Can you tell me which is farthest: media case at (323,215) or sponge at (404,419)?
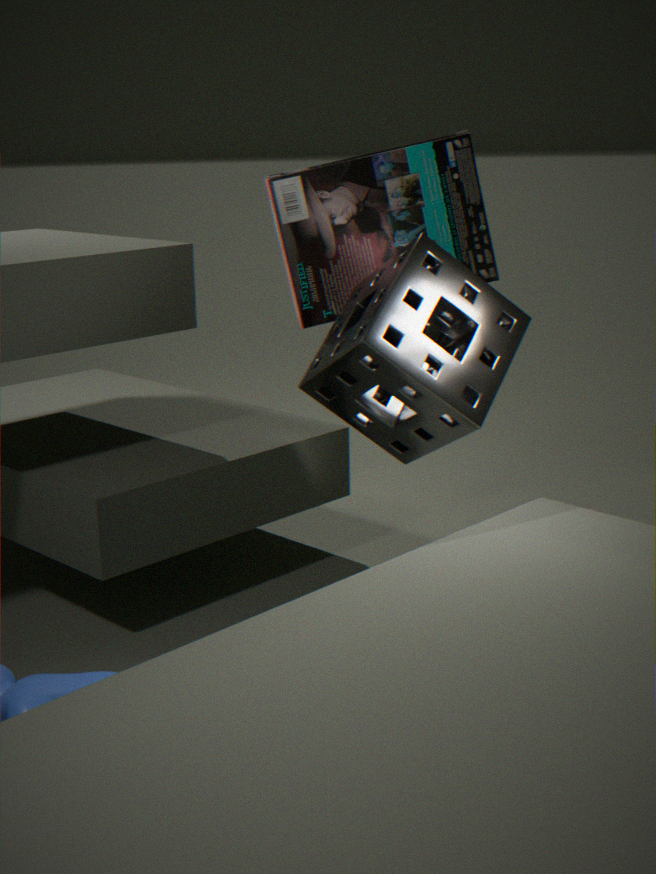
media case at (323,215)
